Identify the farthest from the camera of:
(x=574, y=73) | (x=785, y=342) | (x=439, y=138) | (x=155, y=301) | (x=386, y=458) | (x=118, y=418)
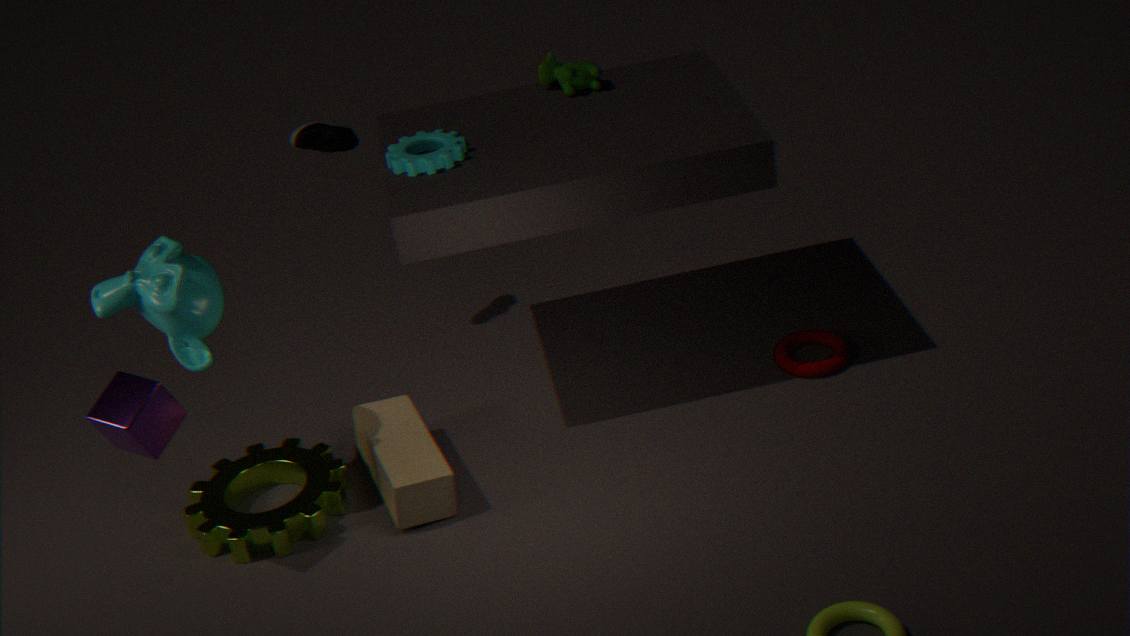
(x=785, y=342)
